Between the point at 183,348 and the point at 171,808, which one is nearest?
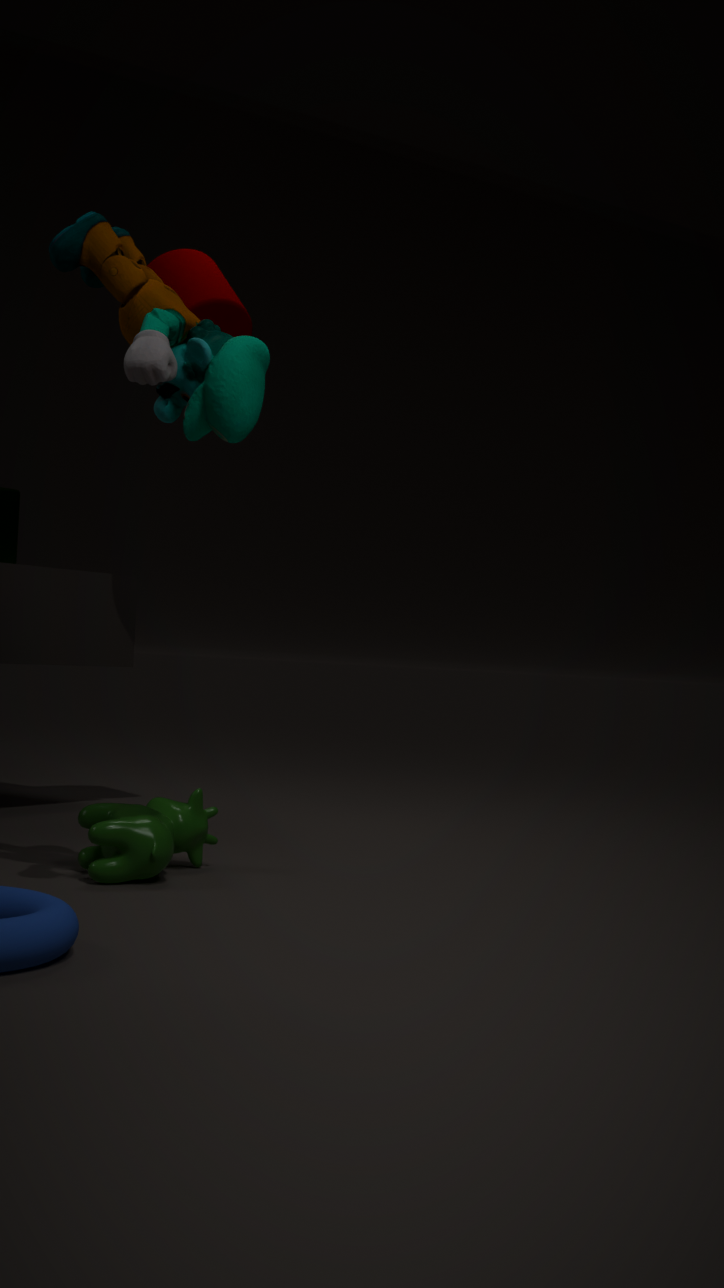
the point at 183,348
